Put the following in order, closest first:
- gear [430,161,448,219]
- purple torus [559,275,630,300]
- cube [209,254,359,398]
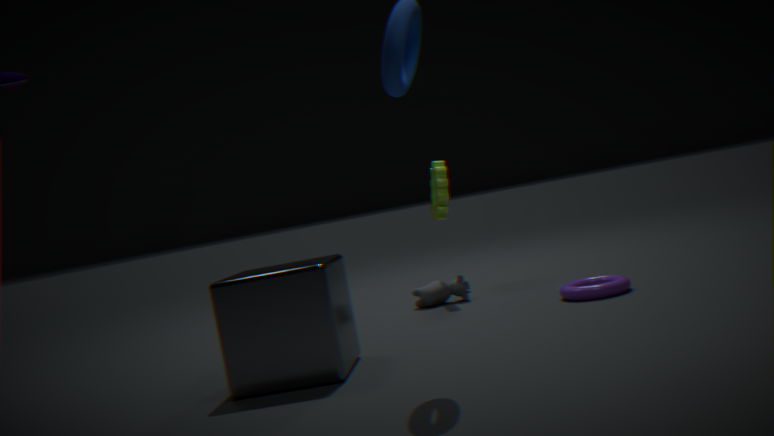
cube [209,254,359,398] → purple torus [559,275,630,300] → gear [430,161,448,219]
